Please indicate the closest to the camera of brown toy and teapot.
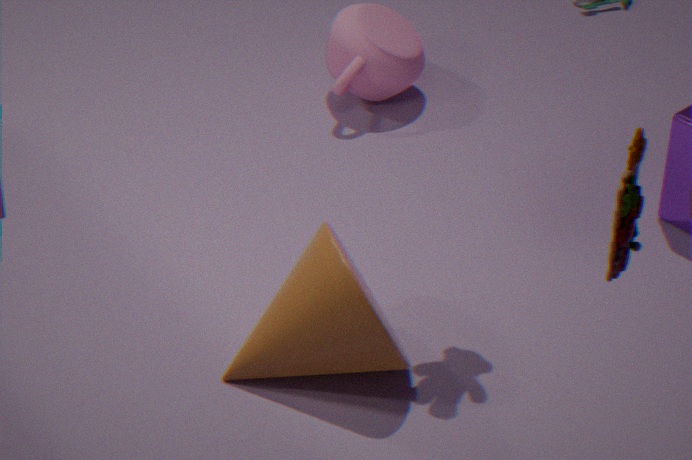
brown toy
